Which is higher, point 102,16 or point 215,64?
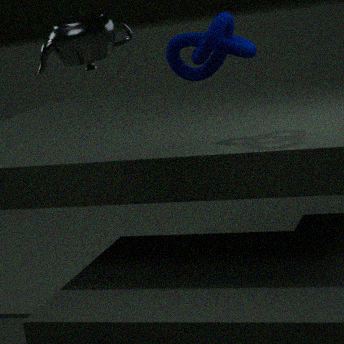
point 102,16
